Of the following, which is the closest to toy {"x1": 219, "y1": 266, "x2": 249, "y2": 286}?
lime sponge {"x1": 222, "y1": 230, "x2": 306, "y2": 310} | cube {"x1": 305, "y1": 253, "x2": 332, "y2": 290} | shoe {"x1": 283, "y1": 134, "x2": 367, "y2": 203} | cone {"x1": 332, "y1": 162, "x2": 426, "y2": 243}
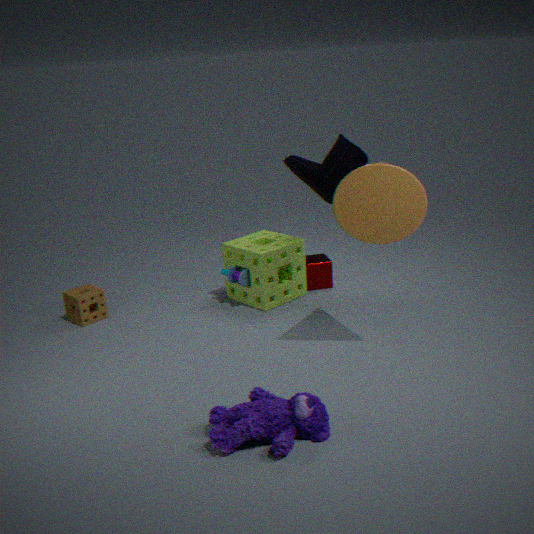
lime sponge {"x1": 222, "y1": 230, "x2": 306, "y2": 310}
